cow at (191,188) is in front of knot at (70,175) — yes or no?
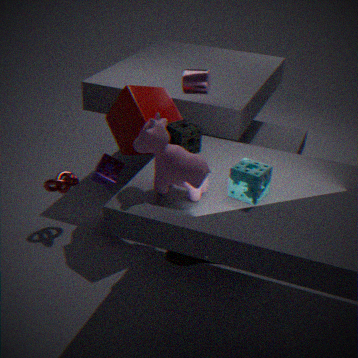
Yes
